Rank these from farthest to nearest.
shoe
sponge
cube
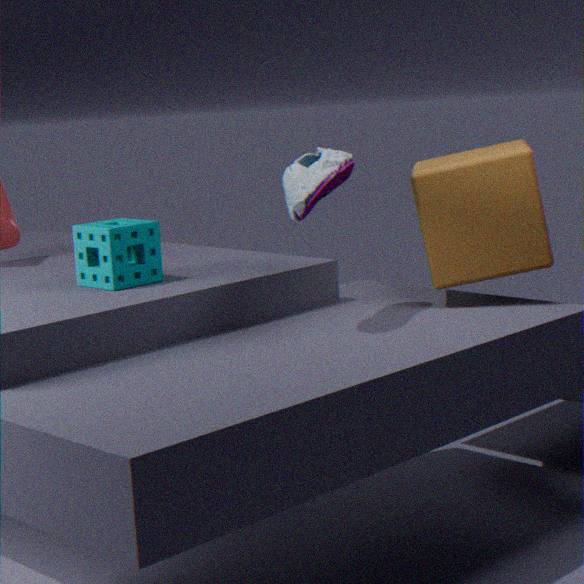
cube < sponge < shoe
